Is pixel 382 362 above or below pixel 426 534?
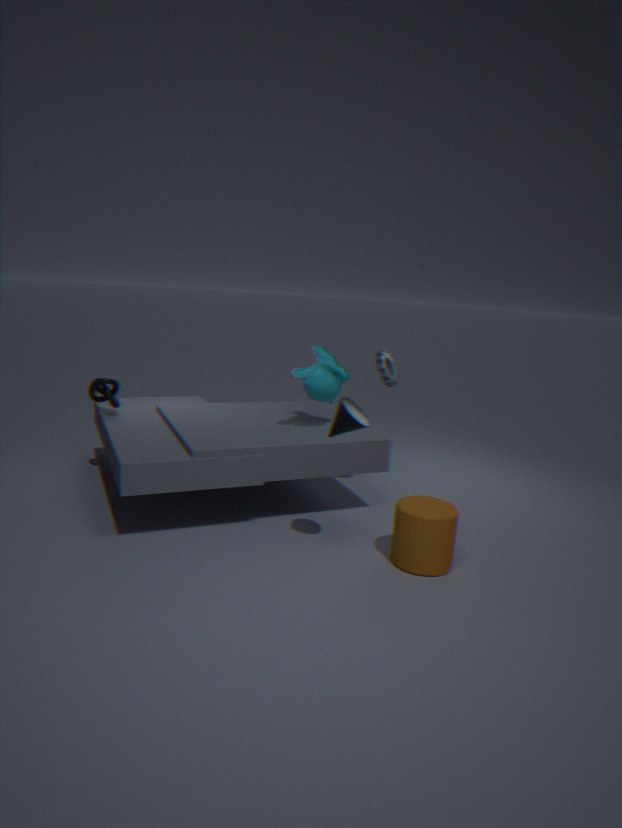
above
